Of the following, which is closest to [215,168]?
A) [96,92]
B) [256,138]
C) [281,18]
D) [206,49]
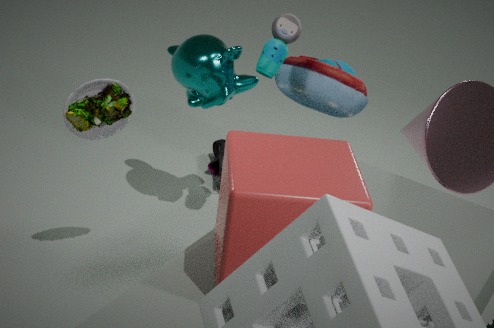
[206,49]
